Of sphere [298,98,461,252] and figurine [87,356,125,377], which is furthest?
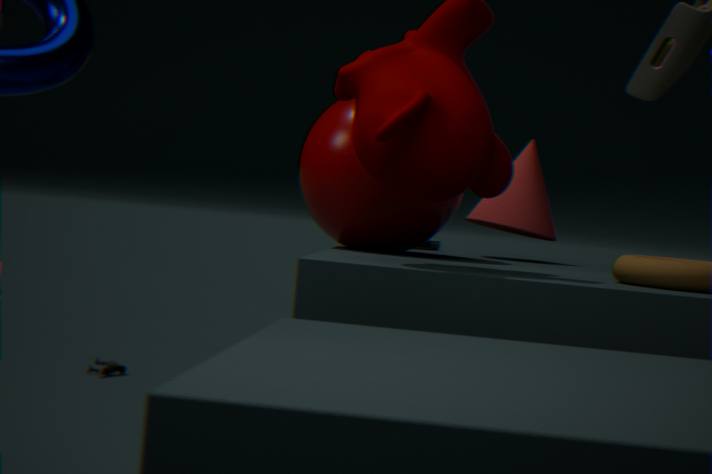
figurine [87,356,125,377]
